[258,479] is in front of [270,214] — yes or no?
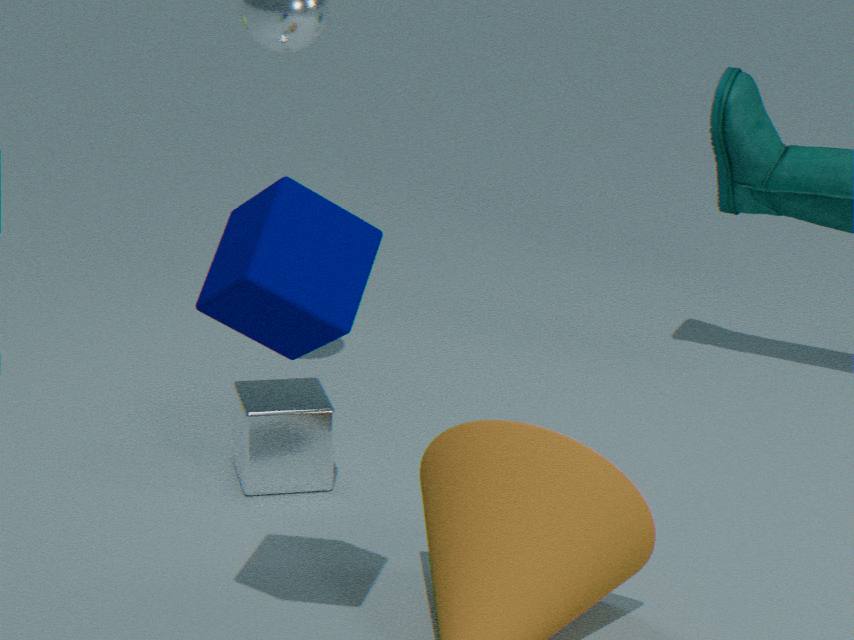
No
